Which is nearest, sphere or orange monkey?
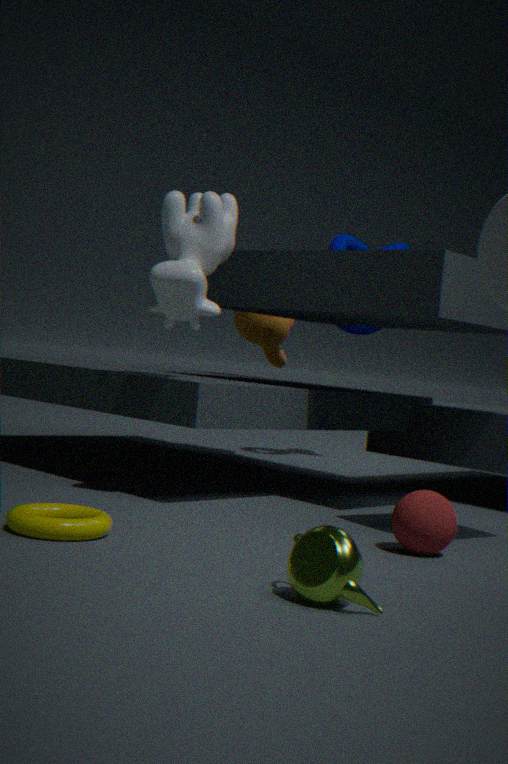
sphere
